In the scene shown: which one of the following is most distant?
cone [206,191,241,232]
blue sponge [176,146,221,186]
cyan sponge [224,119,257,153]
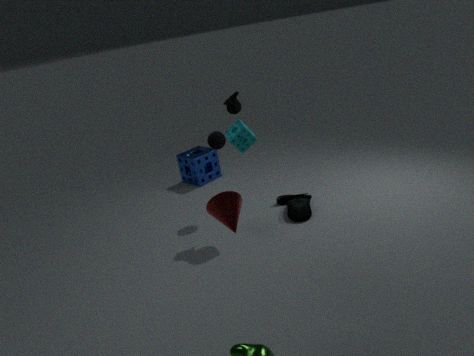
blue sponge [176,146,221,186]
